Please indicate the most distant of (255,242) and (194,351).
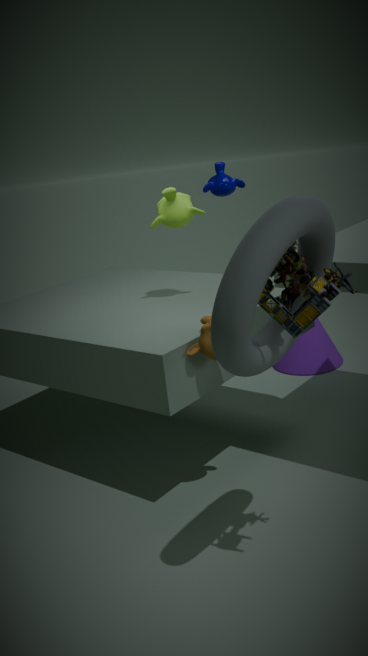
(194,351)
